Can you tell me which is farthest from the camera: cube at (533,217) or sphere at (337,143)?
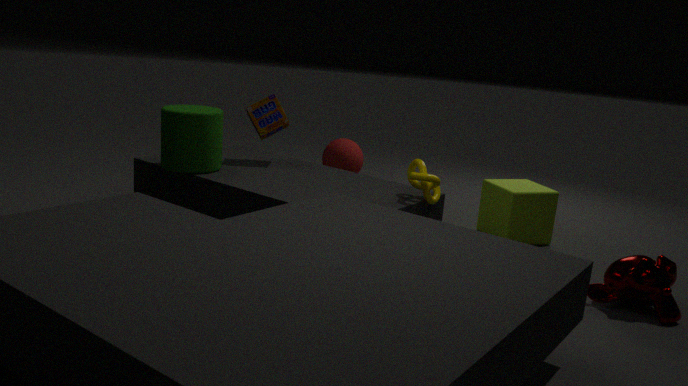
sphere at (337,143)
